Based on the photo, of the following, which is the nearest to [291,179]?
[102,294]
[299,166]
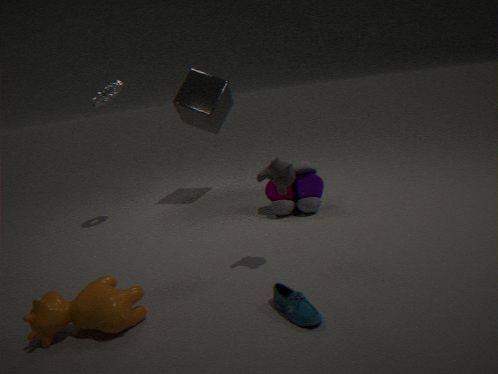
[299,166]
